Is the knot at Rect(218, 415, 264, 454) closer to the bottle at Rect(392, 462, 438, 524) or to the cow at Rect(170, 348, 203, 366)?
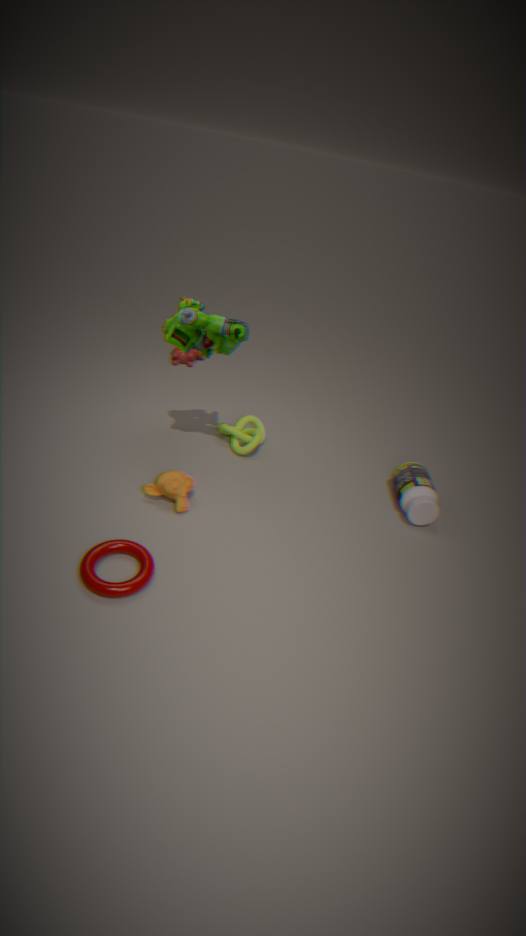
the bottle at Rect(392, 462, 438, 524)
